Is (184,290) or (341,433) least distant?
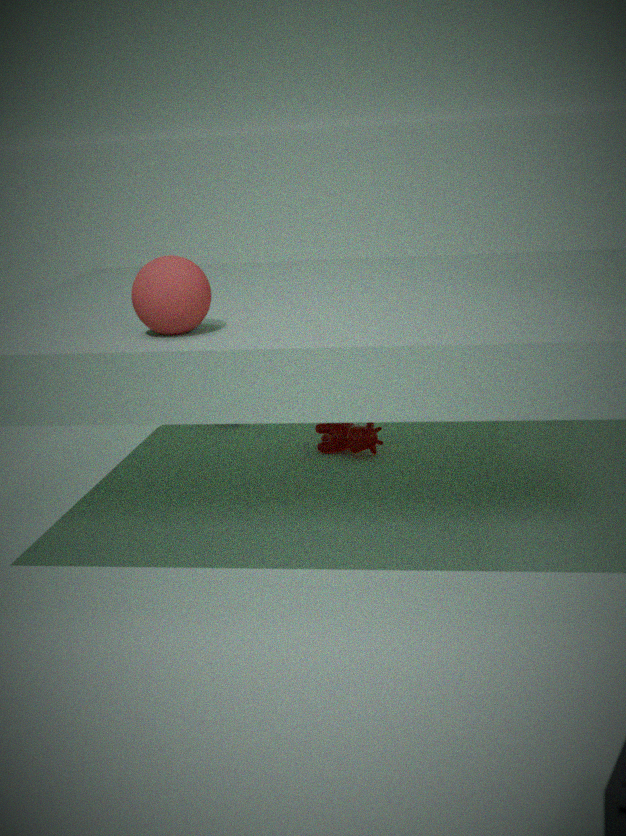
(184,290)
